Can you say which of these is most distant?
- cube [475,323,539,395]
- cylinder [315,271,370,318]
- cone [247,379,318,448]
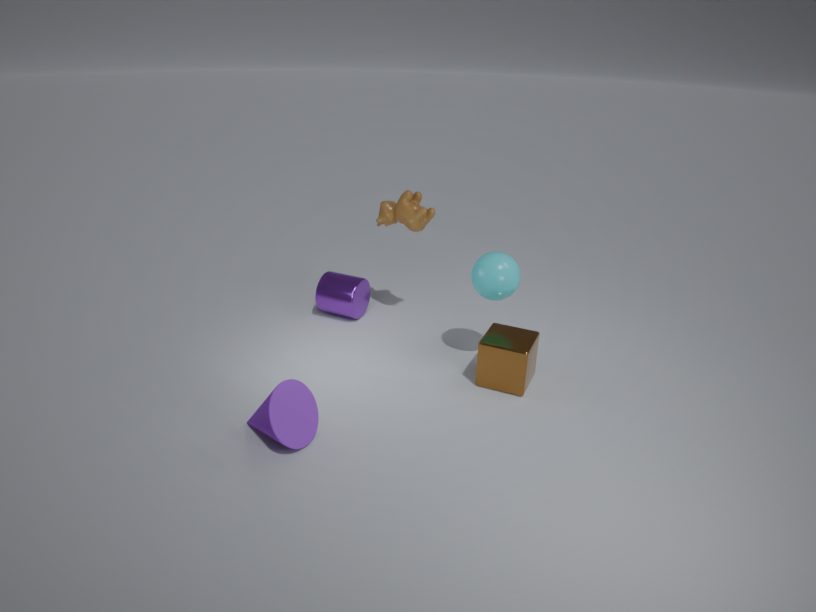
cylinder [315,271,370,318]
